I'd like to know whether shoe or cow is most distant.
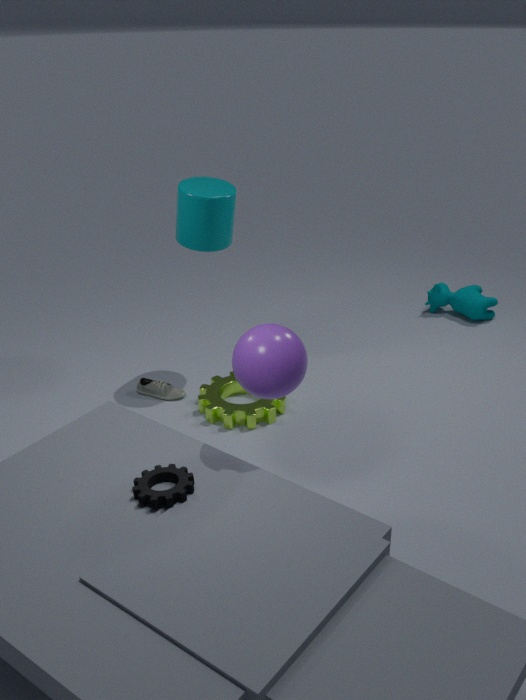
cow
